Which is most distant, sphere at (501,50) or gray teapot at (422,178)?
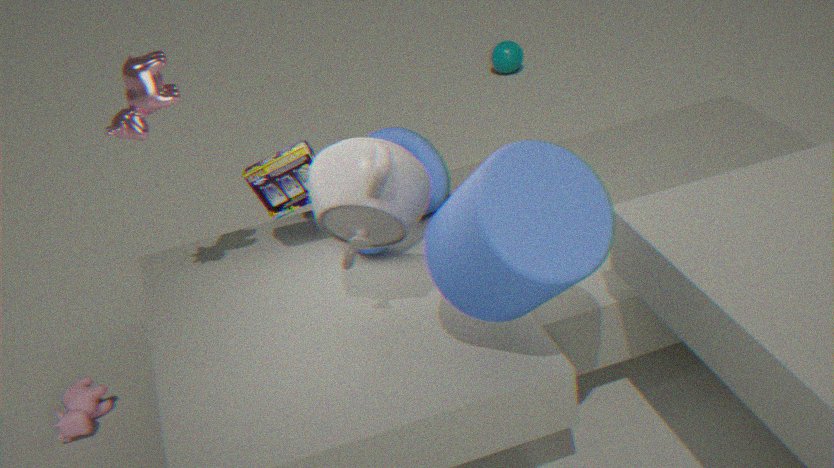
sphere at (501,50)
